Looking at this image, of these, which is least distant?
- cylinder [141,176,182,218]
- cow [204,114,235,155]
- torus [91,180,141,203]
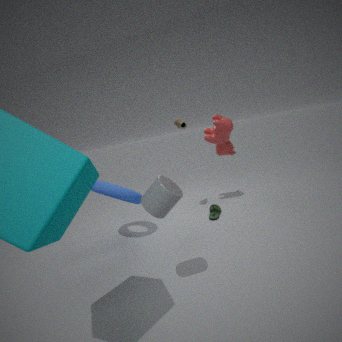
cylinder [141,176,182,218]
